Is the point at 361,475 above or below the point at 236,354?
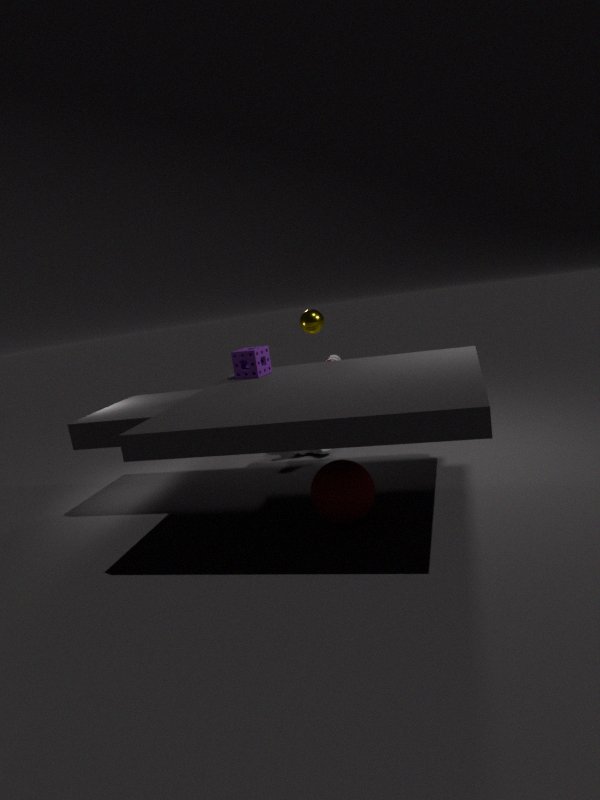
below
